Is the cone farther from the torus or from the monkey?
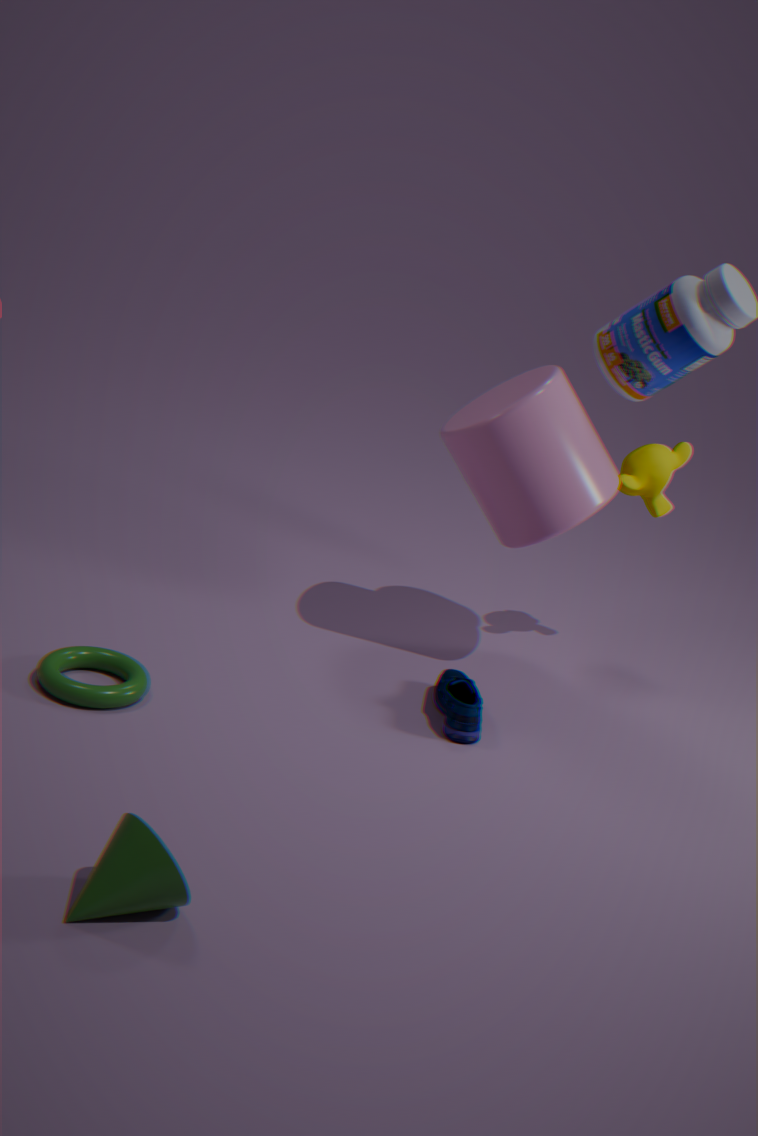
the monkey
